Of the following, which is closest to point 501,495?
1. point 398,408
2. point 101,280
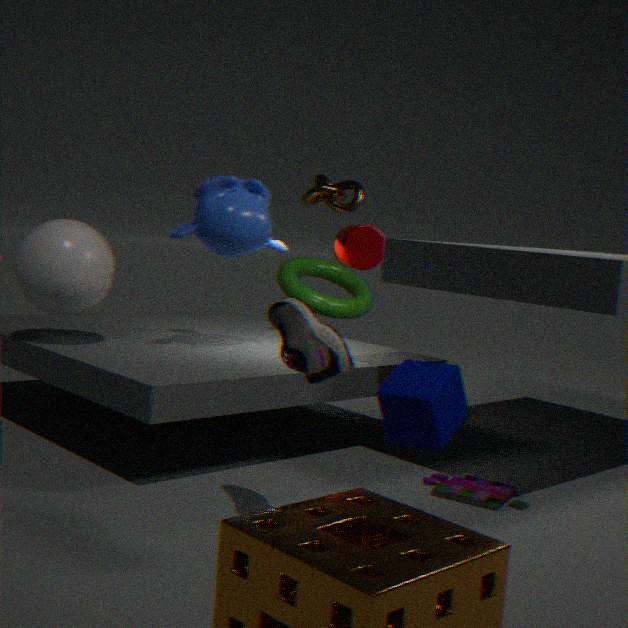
point 398,408
